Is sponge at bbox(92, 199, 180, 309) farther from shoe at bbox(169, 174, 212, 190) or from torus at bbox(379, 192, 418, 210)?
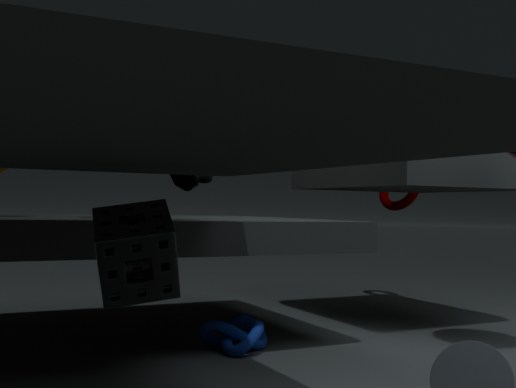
torus at bbox(379, 192, 418, 210)
